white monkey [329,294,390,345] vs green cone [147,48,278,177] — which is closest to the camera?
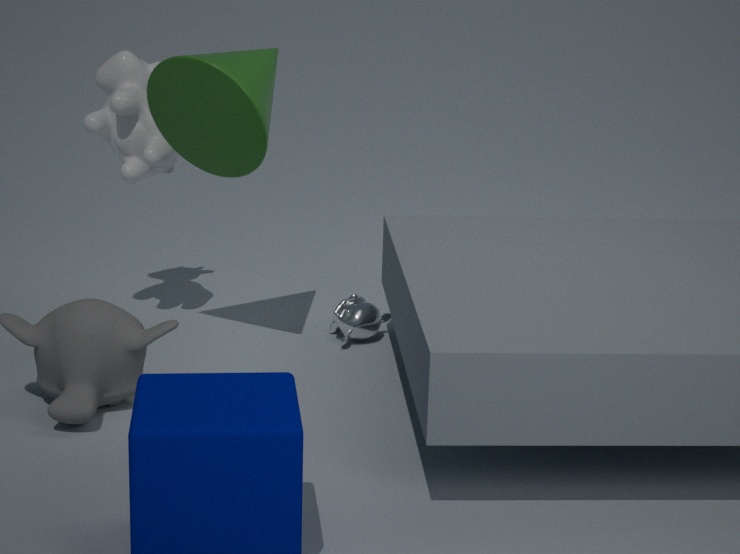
green cone [147,48,278,177]
